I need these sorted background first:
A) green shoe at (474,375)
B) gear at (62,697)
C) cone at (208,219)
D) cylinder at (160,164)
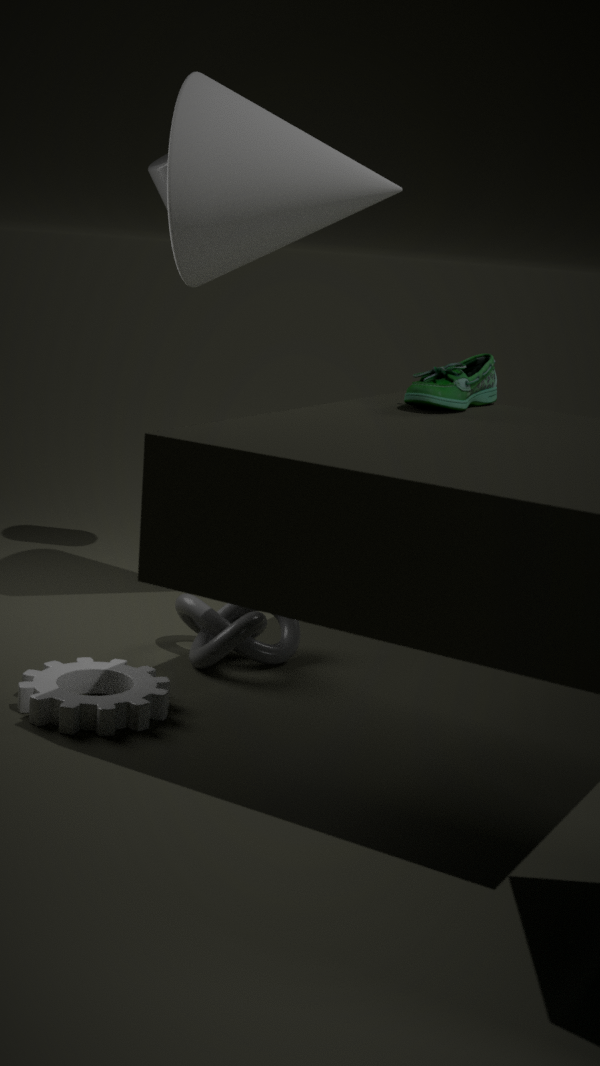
cylinder at (160,164) < cone at (208,219) < green shoe at (474,375) < gear at (62,697)
